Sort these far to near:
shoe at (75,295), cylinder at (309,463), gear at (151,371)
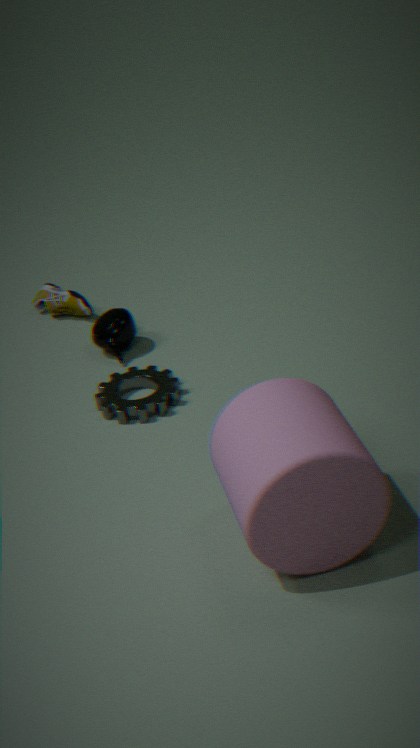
shoe at (75,295), gear at (151,371), cylinder at (309,463)
